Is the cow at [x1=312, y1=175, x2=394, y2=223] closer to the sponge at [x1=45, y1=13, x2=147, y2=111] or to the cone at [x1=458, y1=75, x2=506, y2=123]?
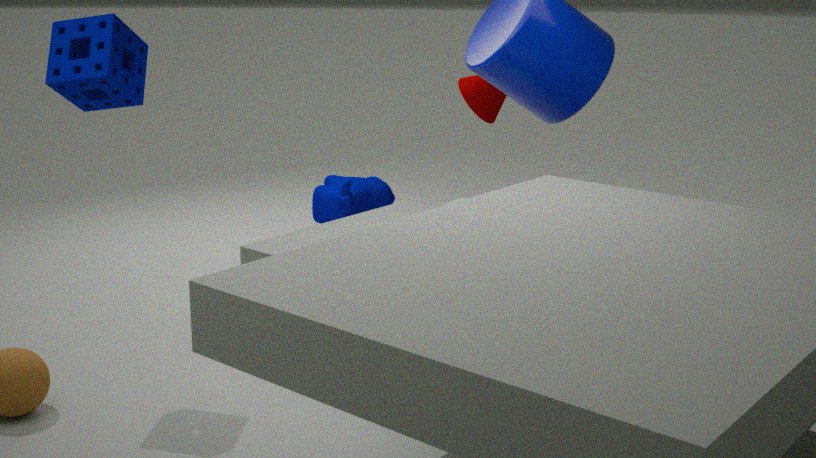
A: the cone at [x1=458, y1=75, x2=506, y2=123]
